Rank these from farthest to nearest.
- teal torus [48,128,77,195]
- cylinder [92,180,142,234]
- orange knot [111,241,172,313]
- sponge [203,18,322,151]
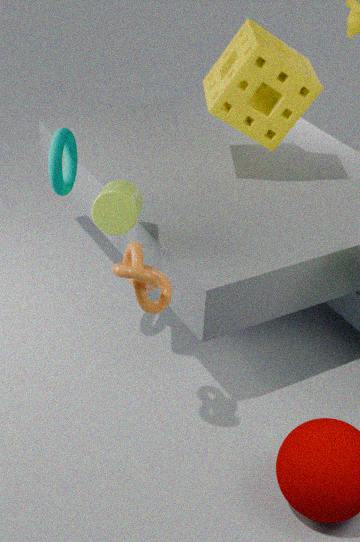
sponge [203,18,322,151]
teal torus [48,128,77,195]
cylinder [92,180,142,234]
orange knot [111,241,172,313]
